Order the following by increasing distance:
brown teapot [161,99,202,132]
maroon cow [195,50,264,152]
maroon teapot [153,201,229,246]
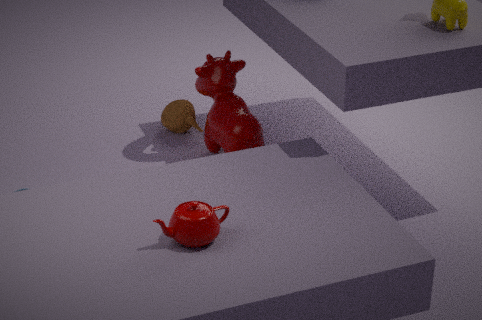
maroon teapot [153,201,229,246] < maroon cow [195,50,264,152] < brown teapot [161,99,202,132]
